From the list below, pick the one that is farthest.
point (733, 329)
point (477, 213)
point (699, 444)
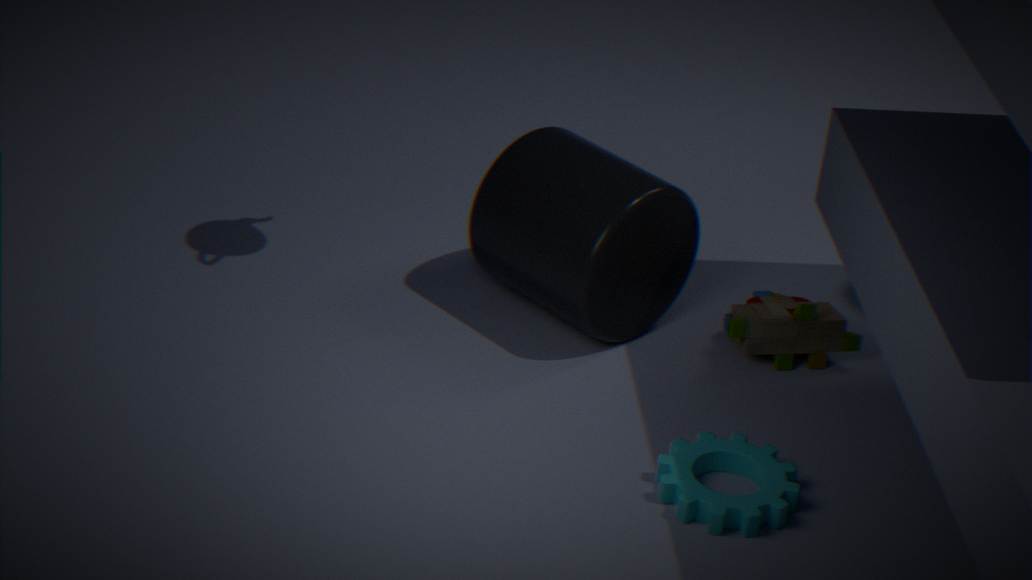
point (477, 213)
